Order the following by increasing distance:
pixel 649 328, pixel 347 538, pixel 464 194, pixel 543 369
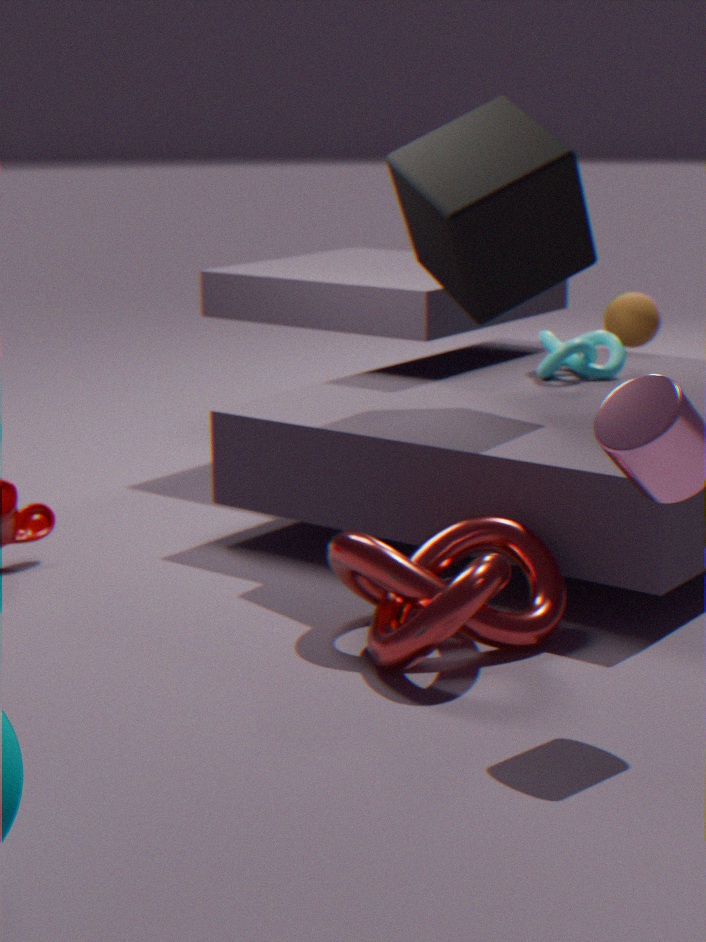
pixel 347 538 < pixel 464 194 < pixel 543 369 < pixel 649 328
